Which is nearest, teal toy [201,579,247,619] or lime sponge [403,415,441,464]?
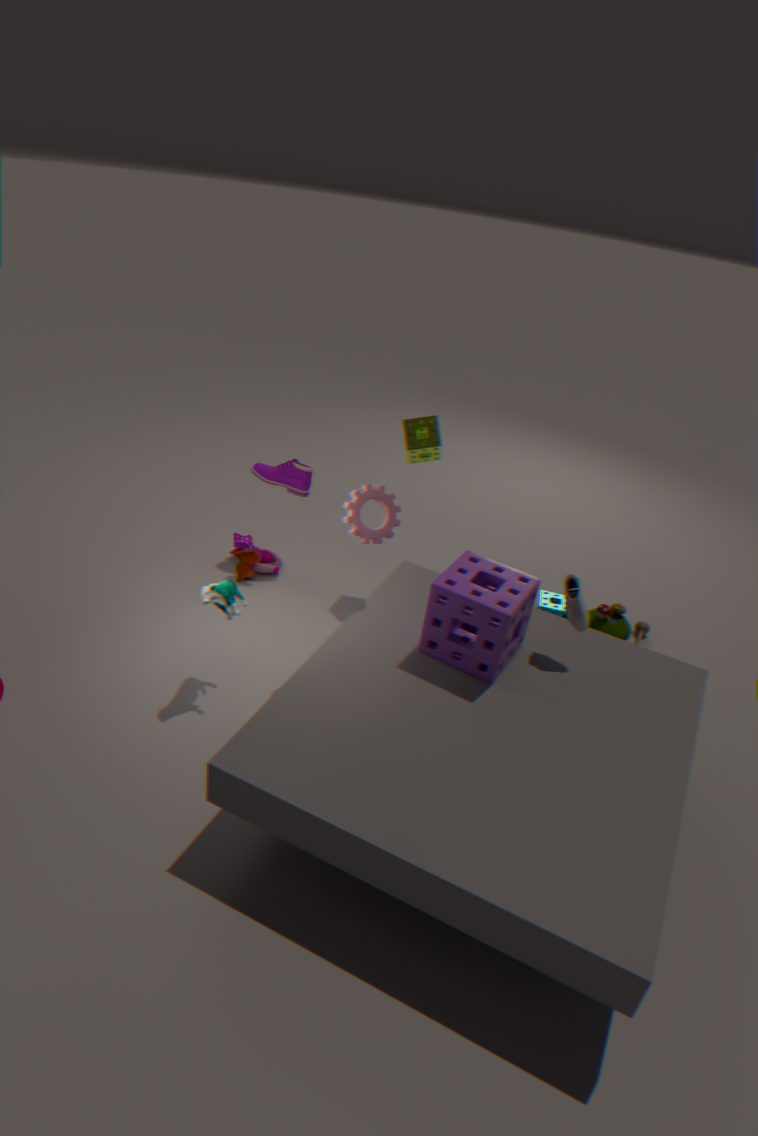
teal toy [201,579,247,619]
